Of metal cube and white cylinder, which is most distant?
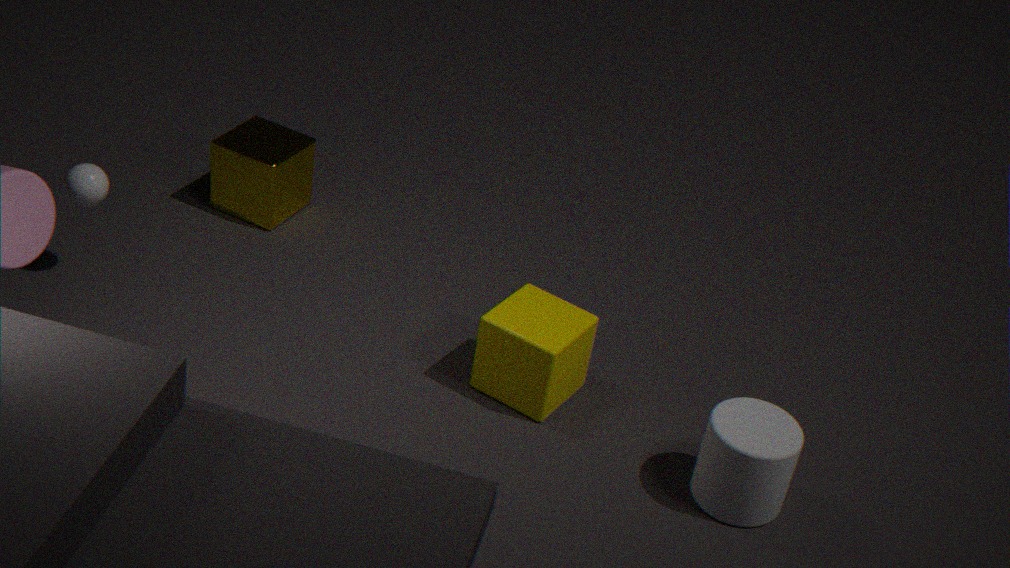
metal cube
